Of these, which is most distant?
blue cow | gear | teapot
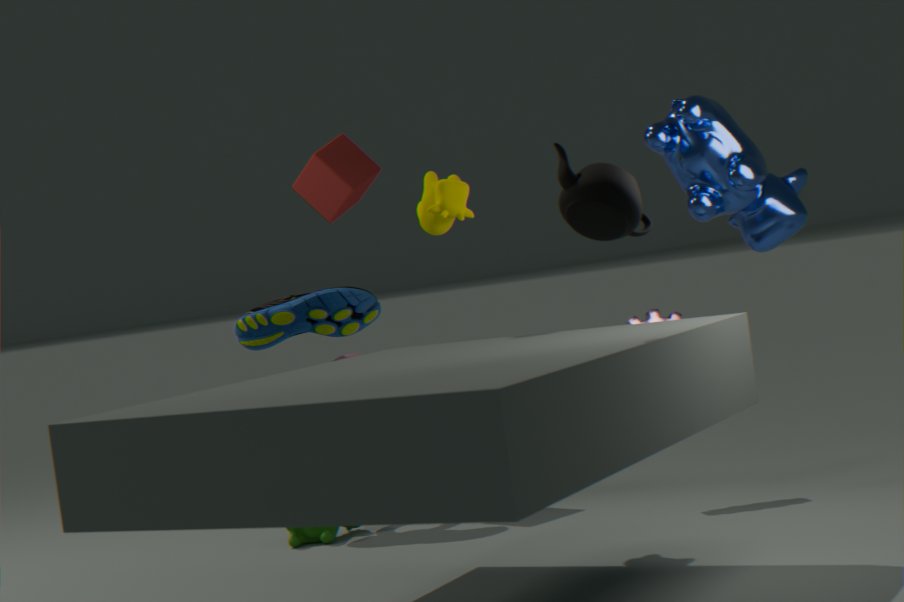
gear
